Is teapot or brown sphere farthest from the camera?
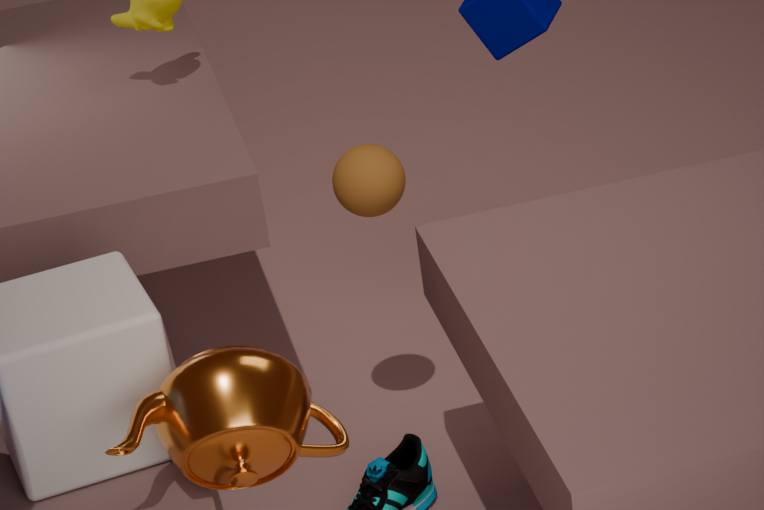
brown sphere
